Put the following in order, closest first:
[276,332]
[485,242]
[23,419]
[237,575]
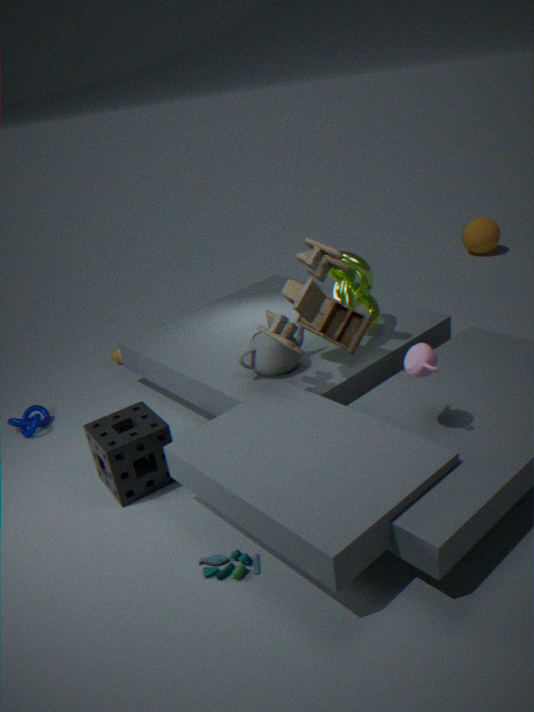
[237,575], [276,332], [23,419], [485,242]
